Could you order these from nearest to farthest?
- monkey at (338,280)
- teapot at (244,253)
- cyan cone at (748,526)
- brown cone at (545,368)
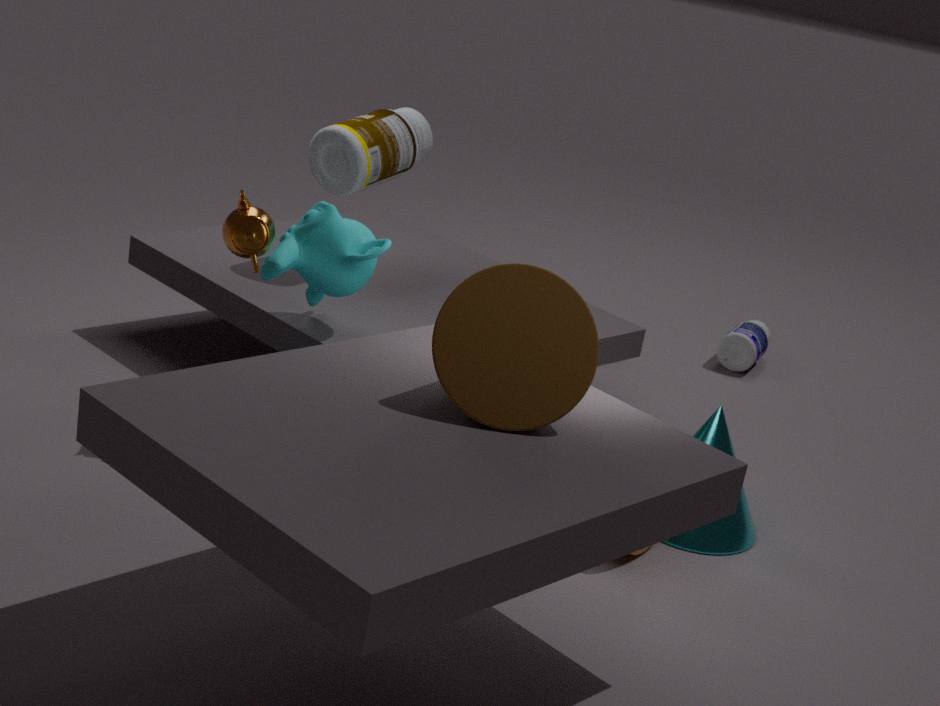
brown cone at (545,368)
teapot at (244,253)
monkey at (338,280)
cyan cone at (748,526)
